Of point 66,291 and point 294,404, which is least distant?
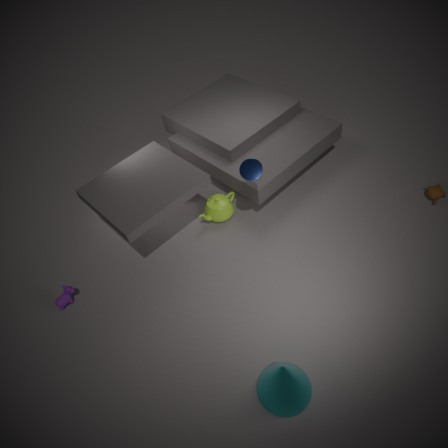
point 294,404
